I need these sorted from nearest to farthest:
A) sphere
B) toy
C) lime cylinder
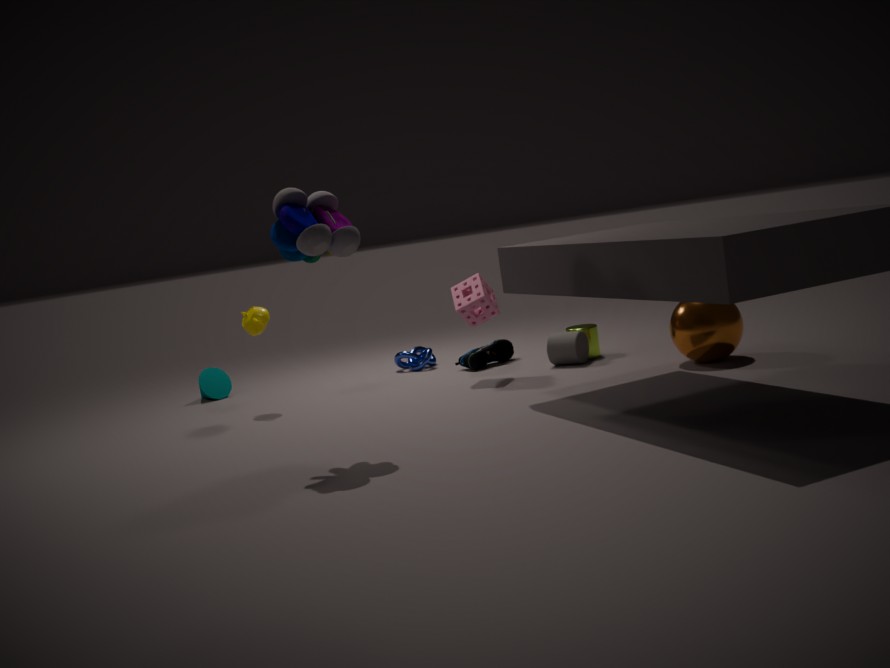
toy, sphere, lime cylinder
